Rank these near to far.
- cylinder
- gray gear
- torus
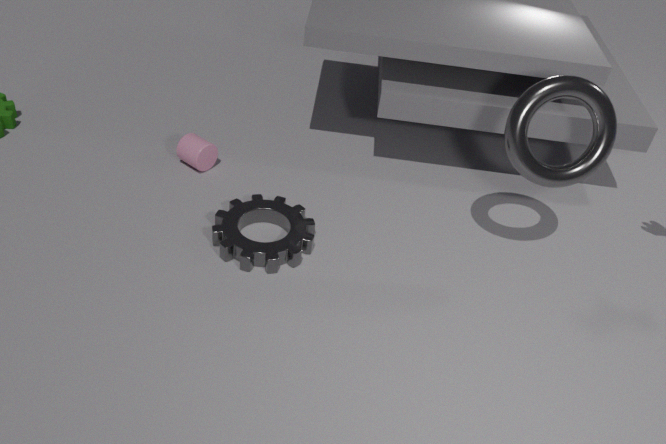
1. torus
2. gray gear
3. cylinder
